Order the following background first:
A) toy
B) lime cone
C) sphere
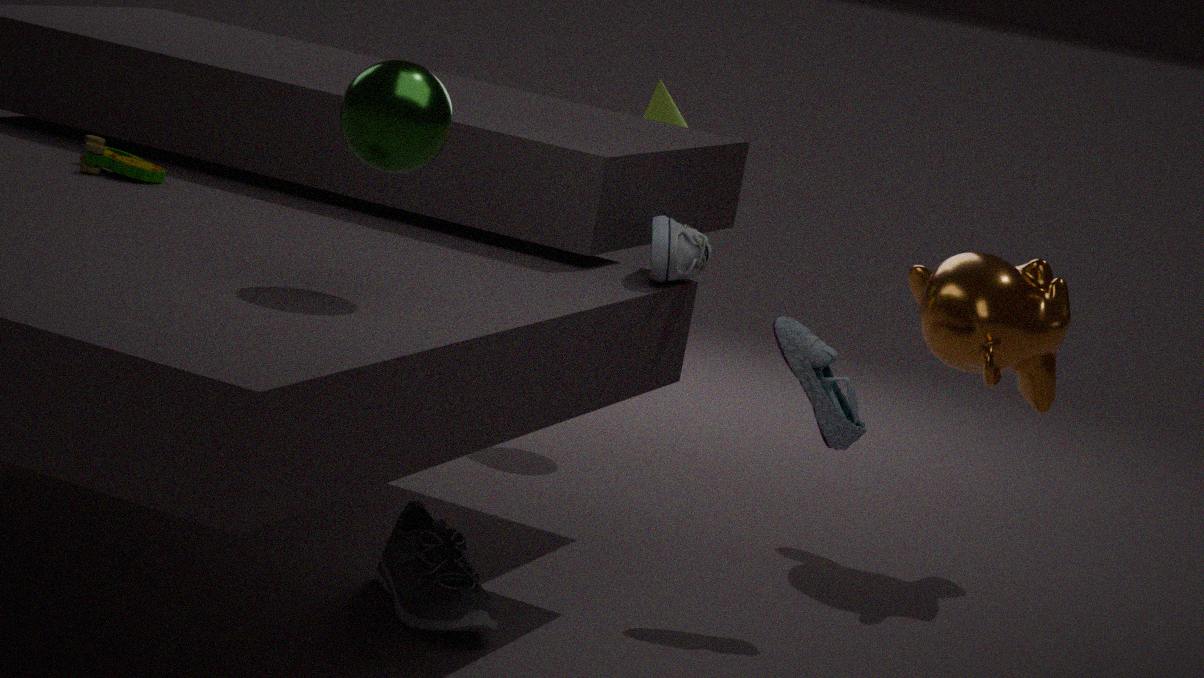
1. lime cone
2. toy
3. sphere
